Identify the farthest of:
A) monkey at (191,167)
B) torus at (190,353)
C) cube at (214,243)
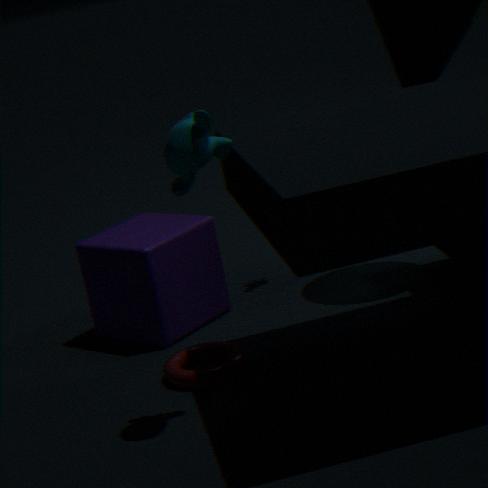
cube at (214,243)
